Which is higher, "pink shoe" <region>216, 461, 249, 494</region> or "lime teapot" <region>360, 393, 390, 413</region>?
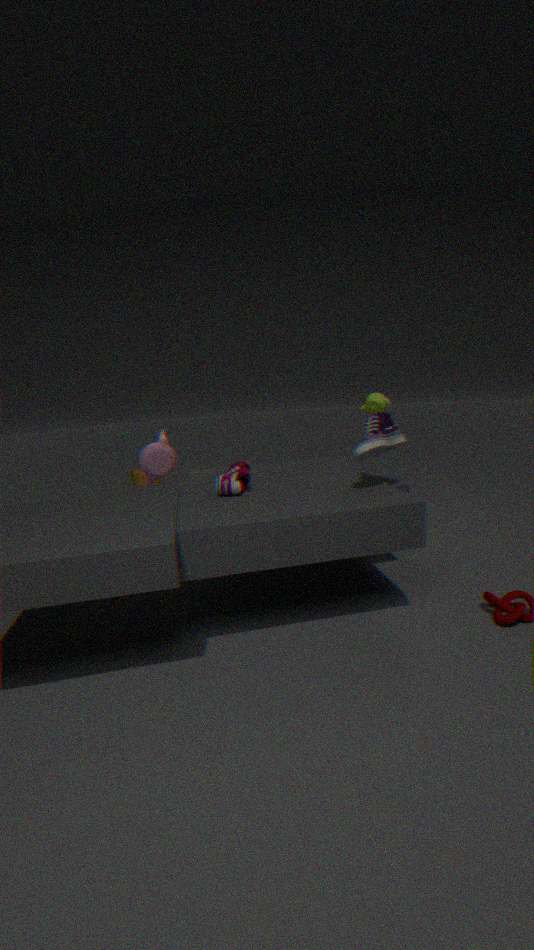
"lime teapot" <region>360, 393, 390, 413</region>
